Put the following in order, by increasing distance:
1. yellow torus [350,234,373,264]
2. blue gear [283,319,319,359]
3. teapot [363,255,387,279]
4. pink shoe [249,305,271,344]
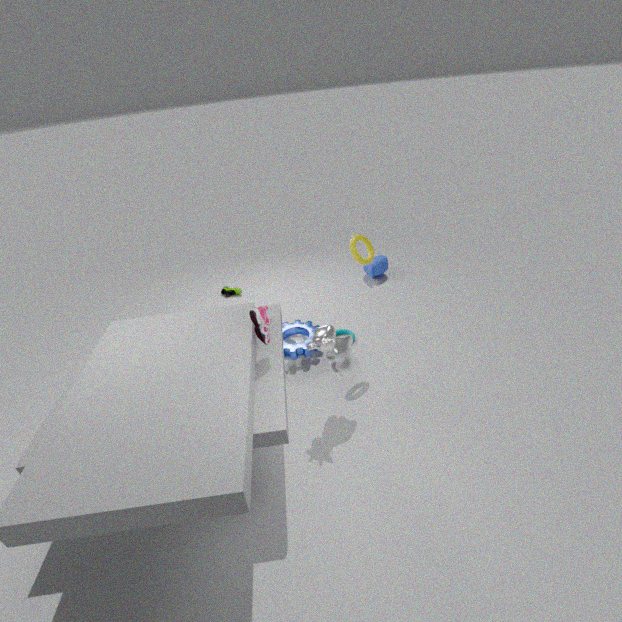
pink shoe [249,305,271,344] < yellow torus [350,234,373,264] < blue gear [283,319,319,359] < teapot [363,255,387,279]
